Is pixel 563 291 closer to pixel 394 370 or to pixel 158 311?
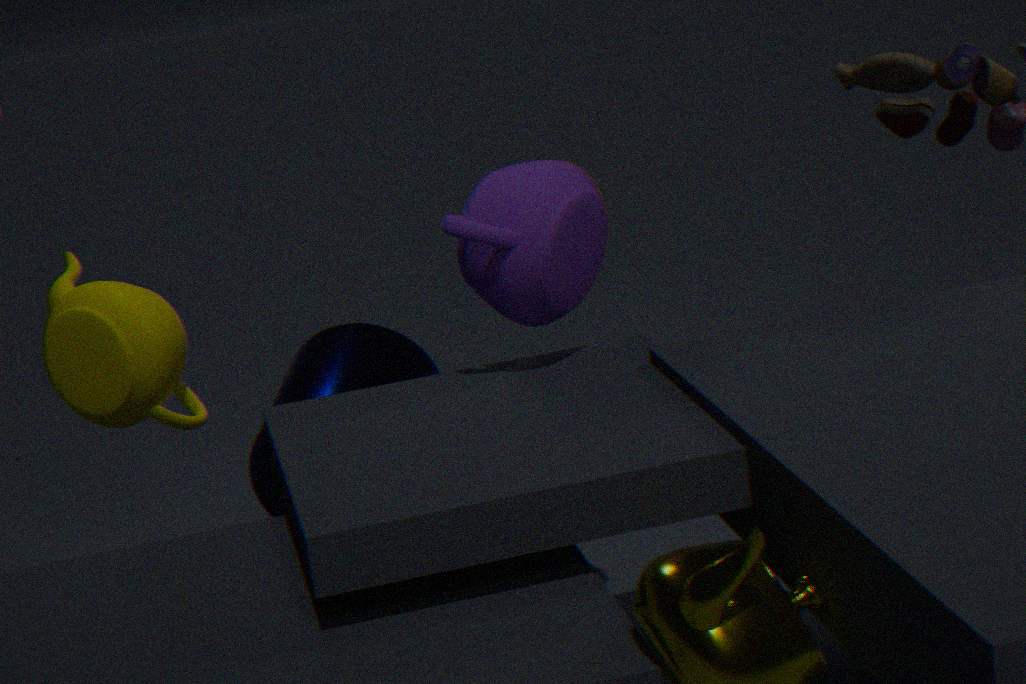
pixel 394 370
